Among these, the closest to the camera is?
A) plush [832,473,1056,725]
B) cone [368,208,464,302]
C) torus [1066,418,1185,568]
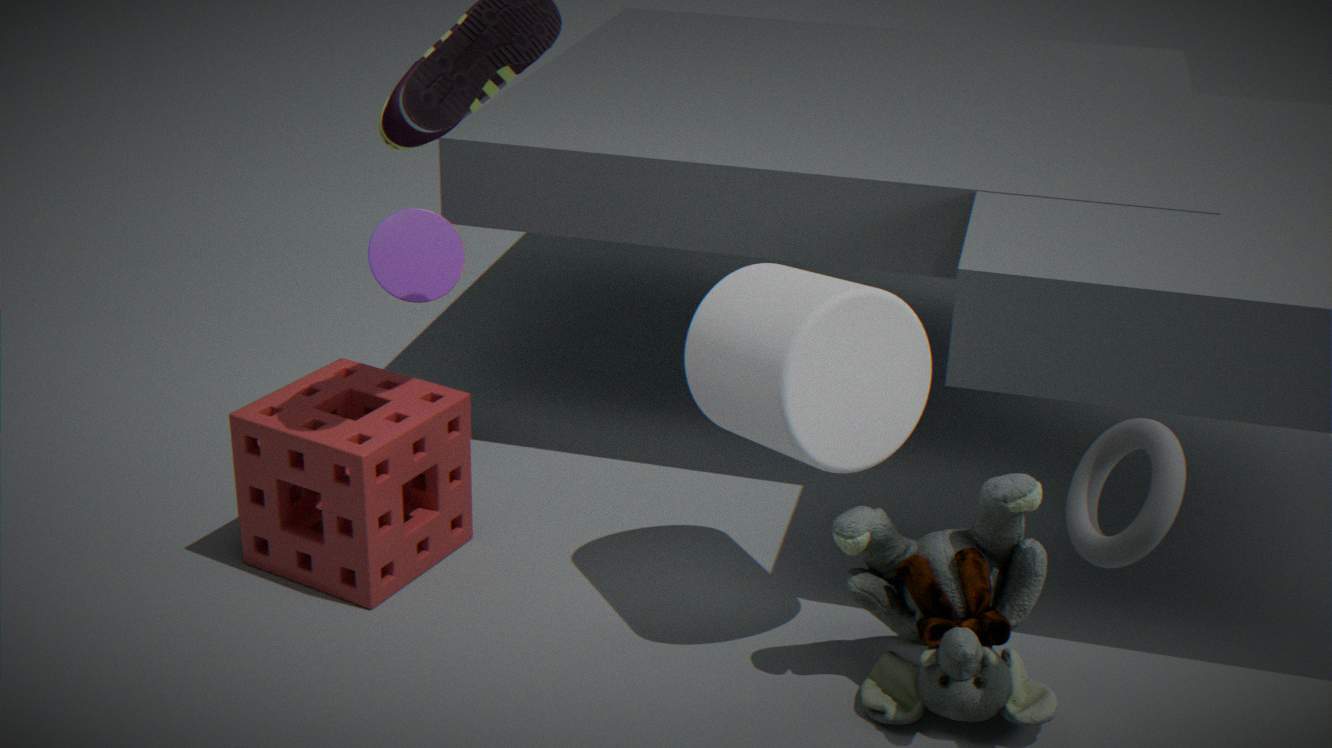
torus [1066,418,1185,568]
